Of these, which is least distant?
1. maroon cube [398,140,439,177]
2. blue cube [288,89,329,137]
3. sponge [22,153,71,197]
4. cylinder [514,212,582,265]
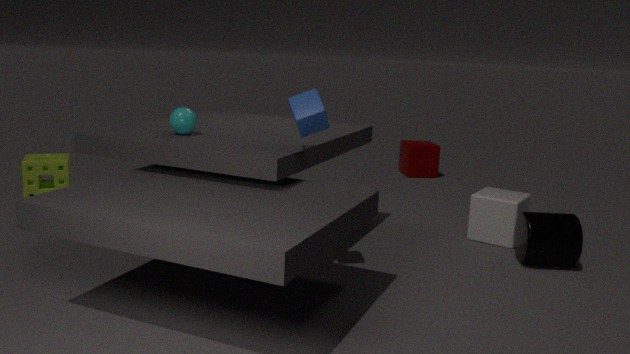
blue cube [288,89,329,137]
